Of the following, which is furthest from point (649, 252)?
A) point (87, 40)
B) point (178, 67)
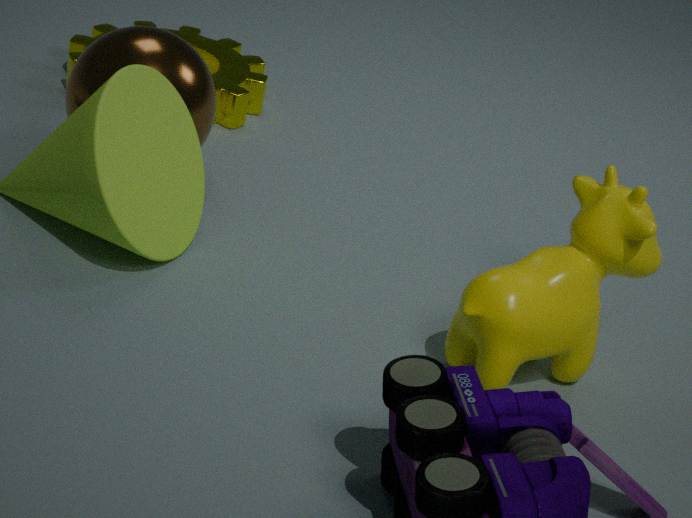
point (87, 40)
